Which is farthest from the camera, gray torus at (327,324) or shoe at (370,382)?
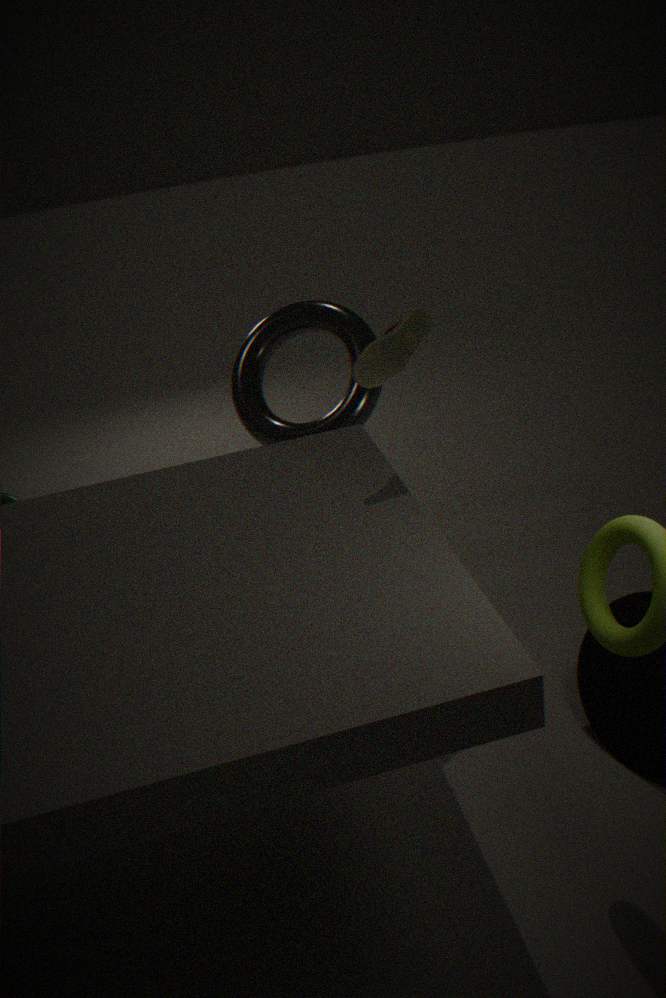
gray torus at (327,324)
